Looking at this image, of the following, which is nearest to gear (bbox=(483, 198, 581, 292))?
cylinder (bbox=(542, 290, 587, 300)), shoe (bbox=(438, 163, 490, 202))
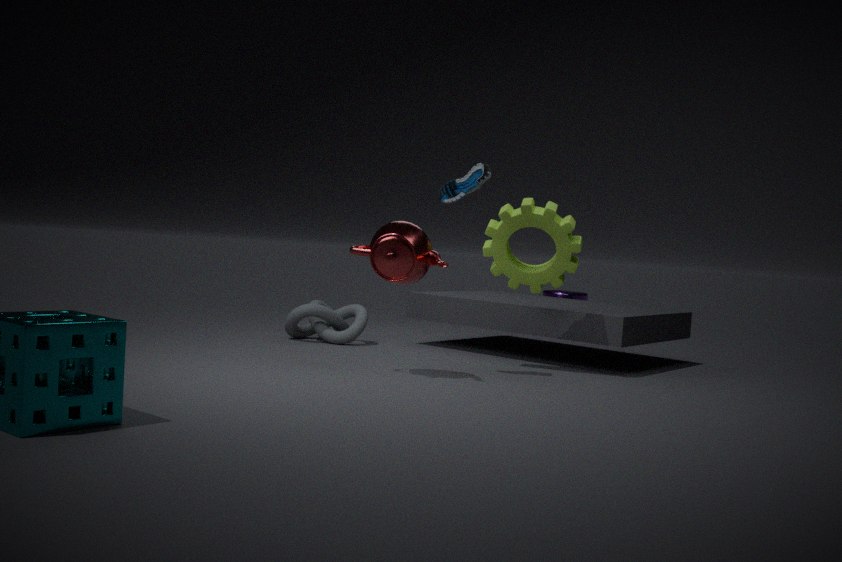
shoe (bbox=(438, 163, 490, 202))
